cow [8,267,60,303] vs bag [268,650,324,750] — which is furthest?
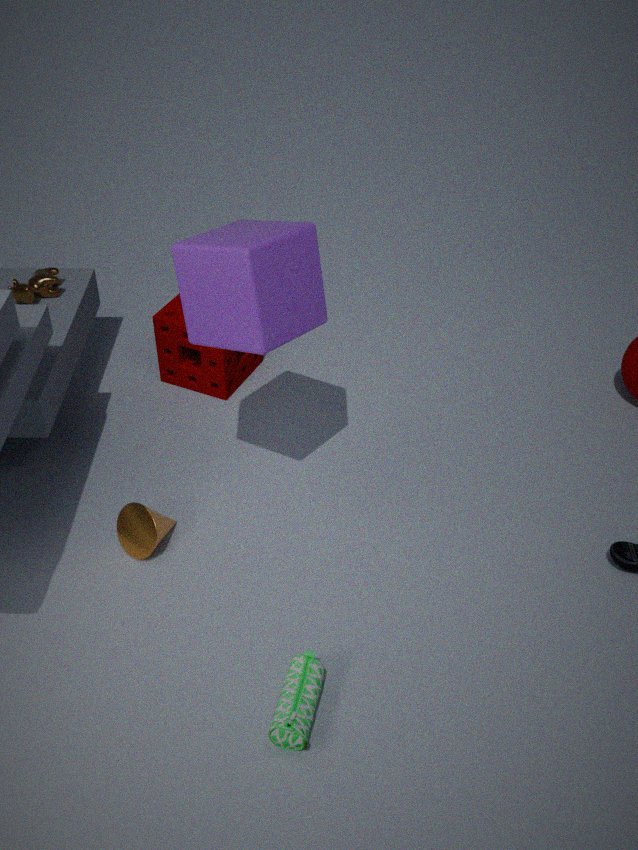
cow [8,267,60,303]
